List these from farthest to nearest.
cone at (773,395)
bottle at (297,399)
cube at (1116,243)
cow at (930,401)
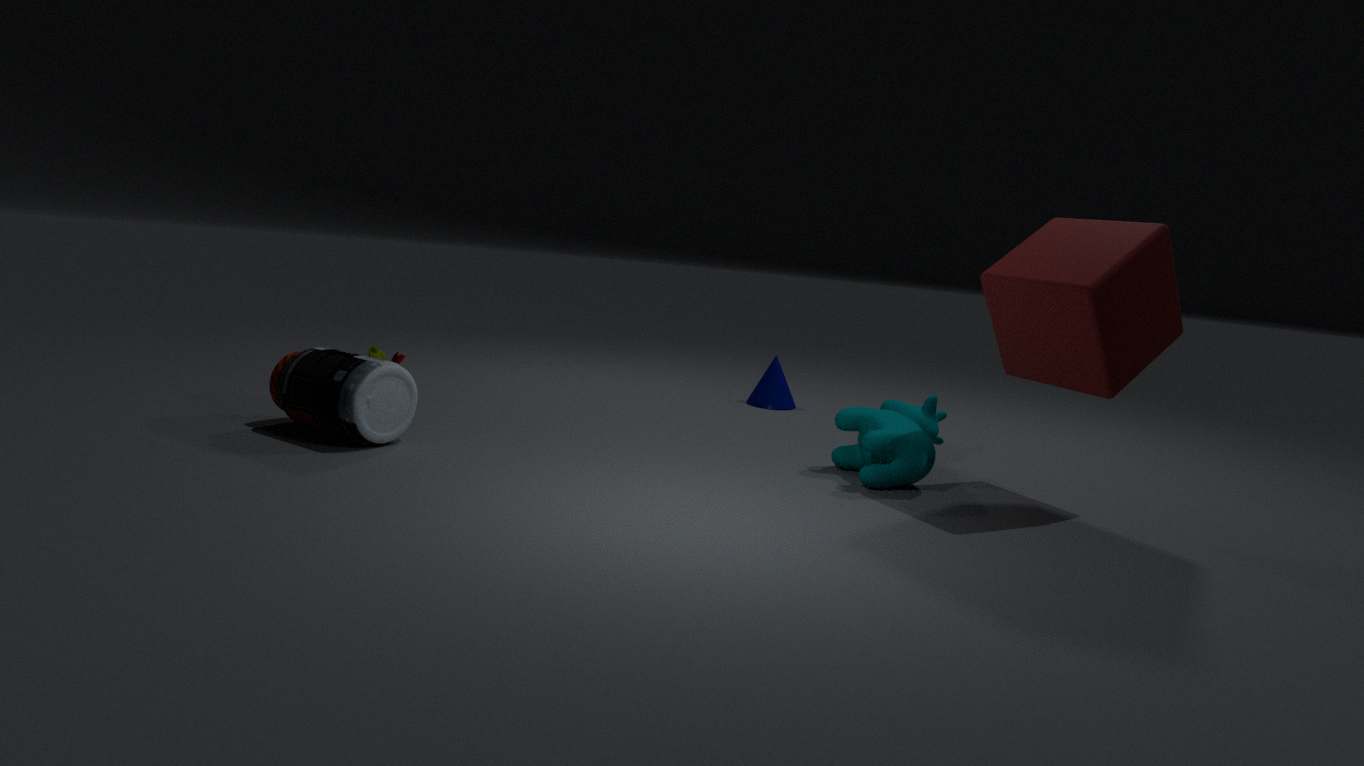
1. cone at (773,395)
2. cow at (930,401)
3. bottle at (297,399)
4. cube at (1116,243)
